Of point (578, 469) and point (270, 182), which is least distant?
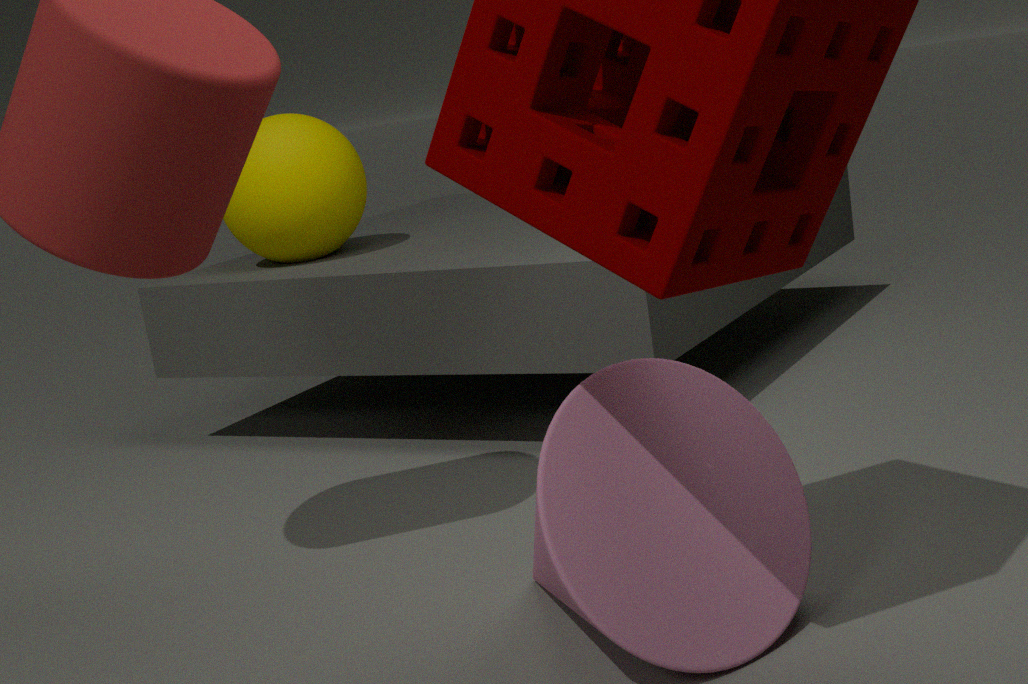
point (578, 469)
